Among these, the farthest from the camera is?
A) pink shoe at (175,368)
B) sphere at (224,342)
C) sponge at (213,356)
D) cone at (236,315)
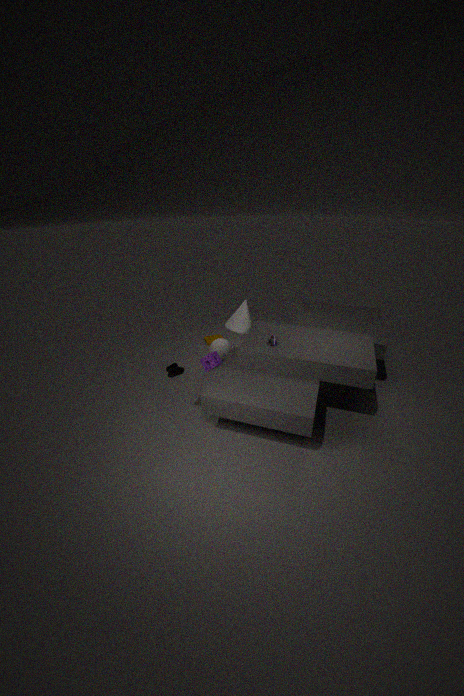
sphere at (224,342)
